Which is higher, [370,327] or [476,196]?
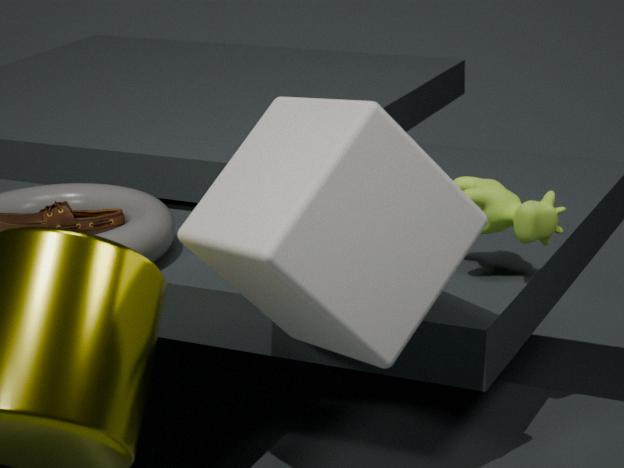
[370,327]
